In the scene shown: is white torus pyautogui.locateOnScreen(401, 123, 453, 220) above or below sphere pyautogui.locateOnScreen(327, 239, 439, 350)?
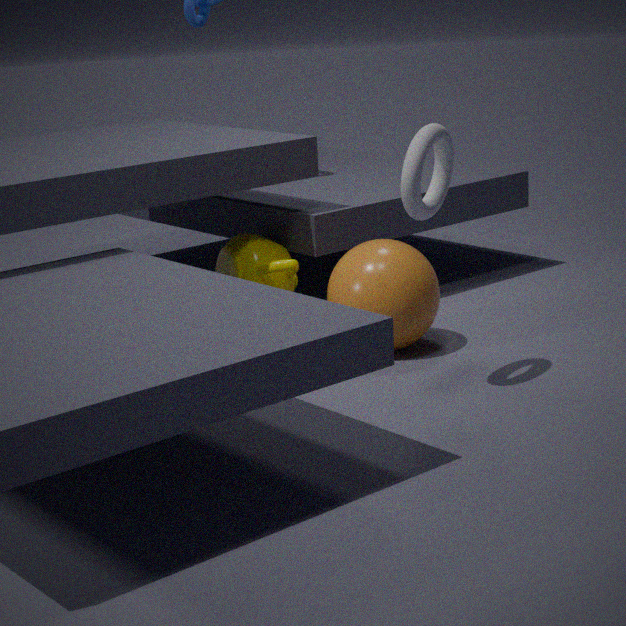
above
